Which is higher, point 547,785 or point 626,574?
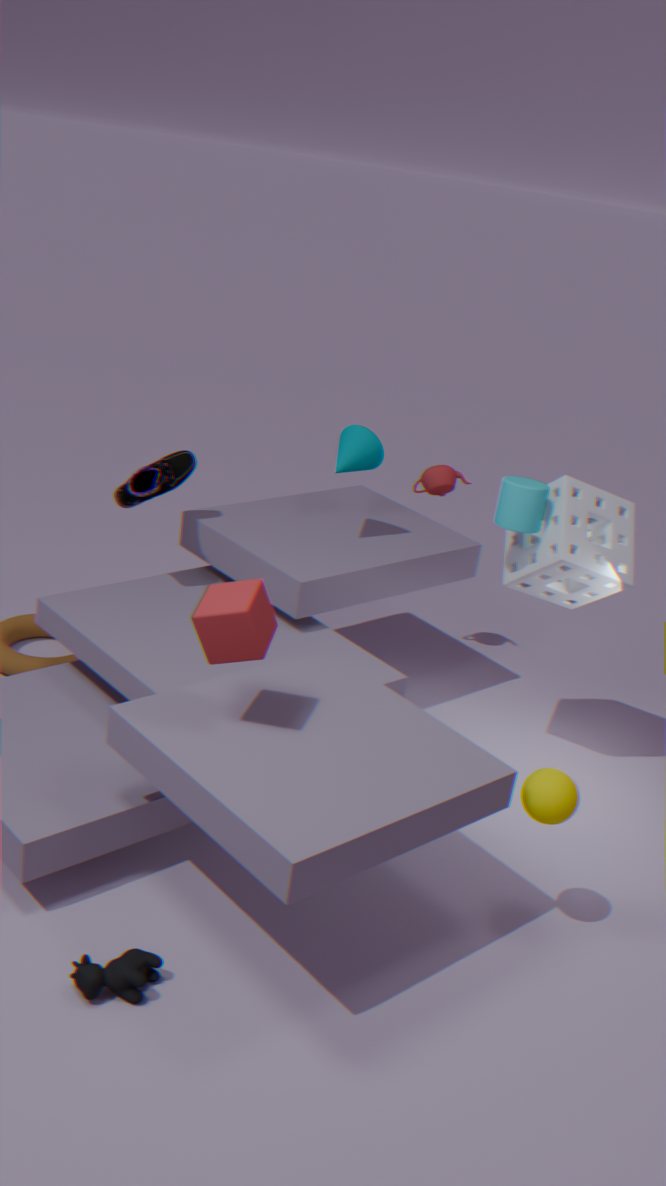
point 626,574
